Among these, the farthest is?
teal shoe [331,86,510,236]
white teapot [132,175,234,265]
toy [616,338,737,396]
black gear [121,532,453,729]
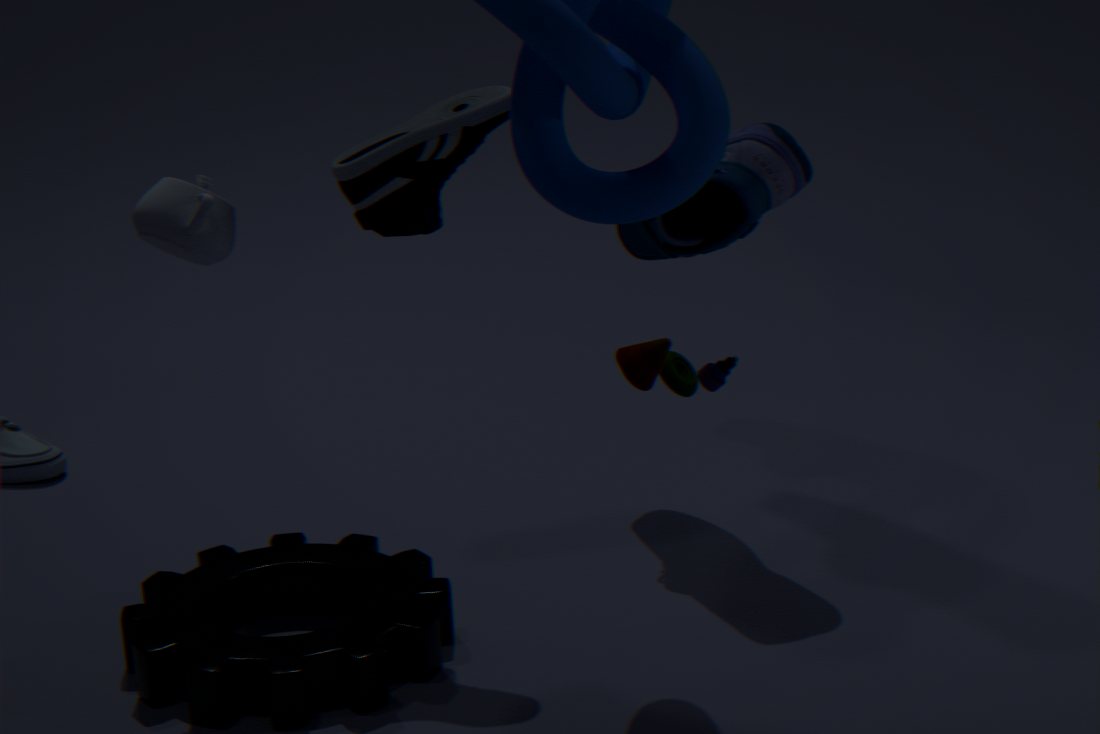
teal shoe [331,86,510,236]
